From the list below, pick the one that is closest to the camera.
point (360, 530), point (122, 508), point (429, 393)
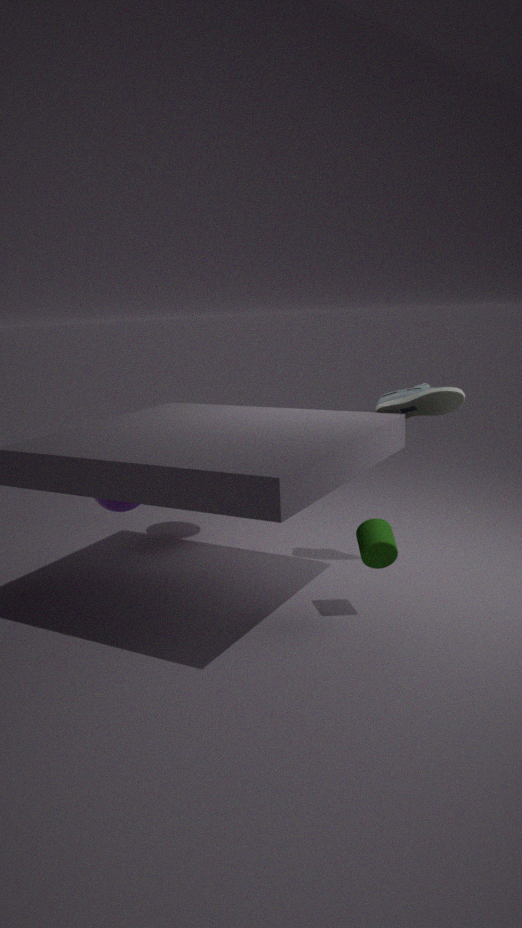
point (360, 530)
